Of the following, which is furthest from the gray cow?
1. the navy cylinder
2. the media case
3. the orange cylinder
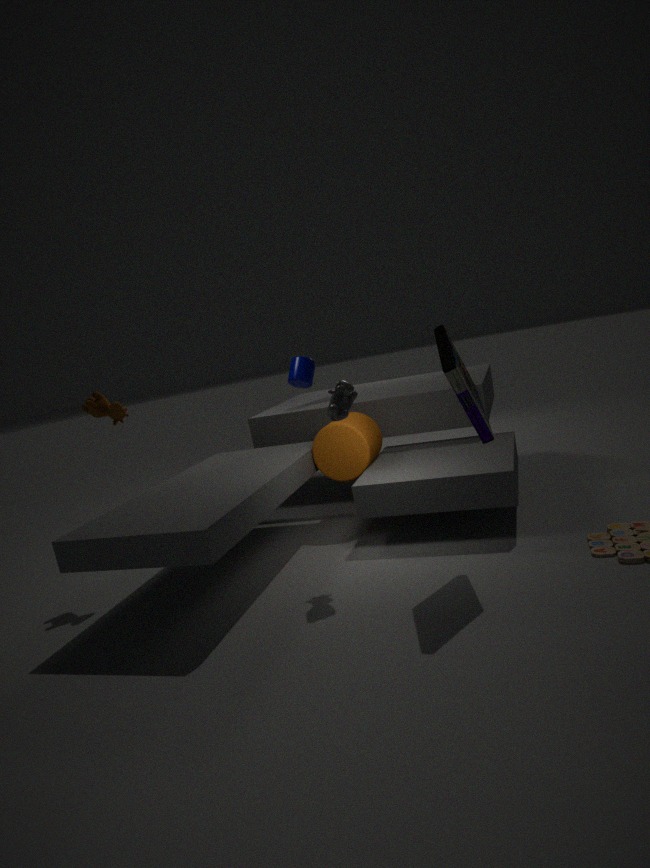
the navy cylinder
